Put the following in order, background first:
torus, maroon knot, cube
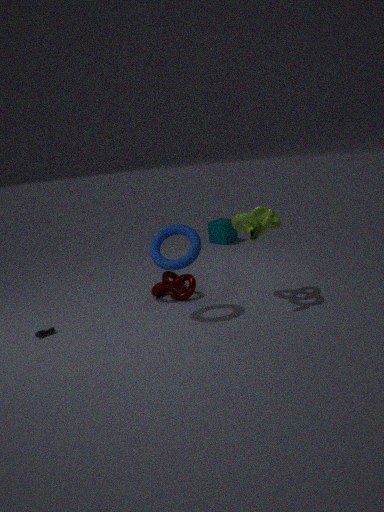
cube, maroon knot, torus
